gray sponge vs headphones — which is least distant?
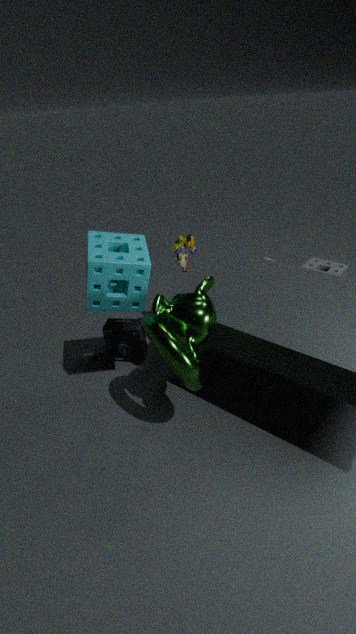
headphones
